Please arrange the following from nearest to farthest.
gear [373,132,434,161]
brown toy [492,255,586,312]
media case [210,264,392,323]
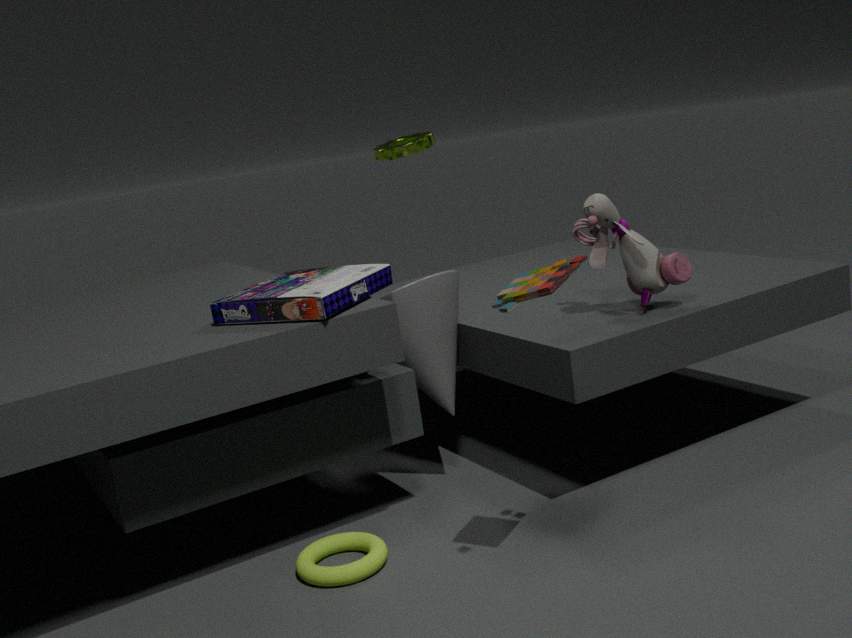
1. brown toy [492,255,586,312]
2. media case [210,264,392,323]
3. gear [373,132,434,161]
